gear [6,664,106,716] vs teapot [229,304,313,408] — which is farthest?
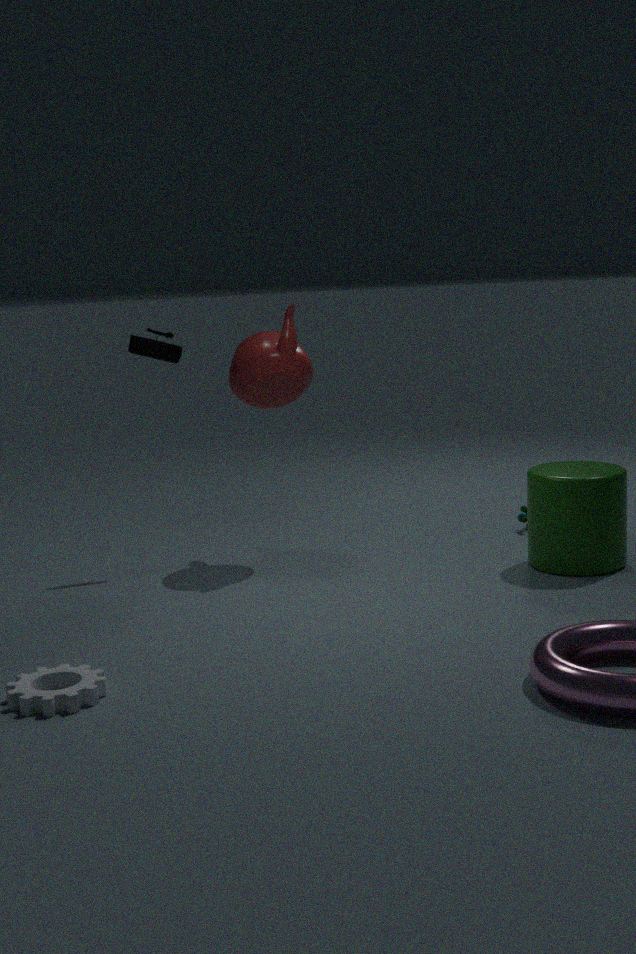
teapot [229,304,313,408]
